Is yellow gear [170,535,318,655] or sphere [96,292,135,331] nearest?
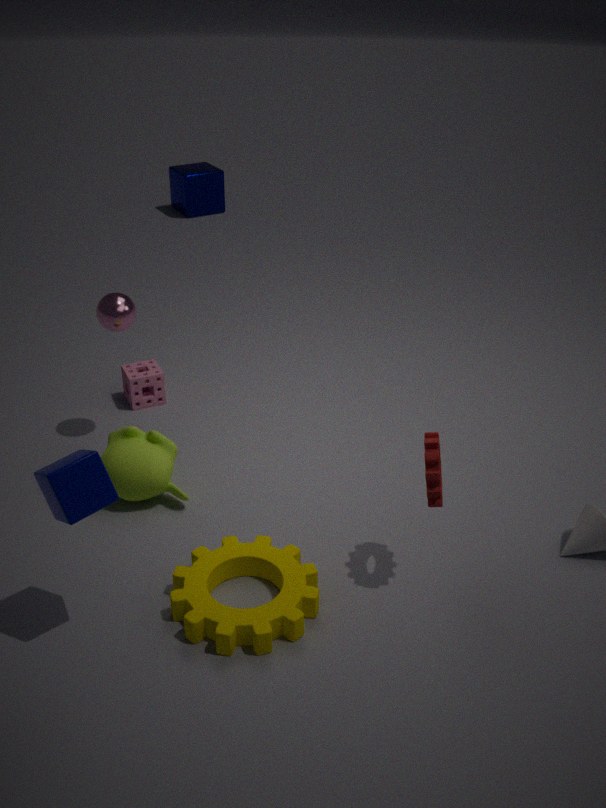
yellow gear [170,535,318,655]
